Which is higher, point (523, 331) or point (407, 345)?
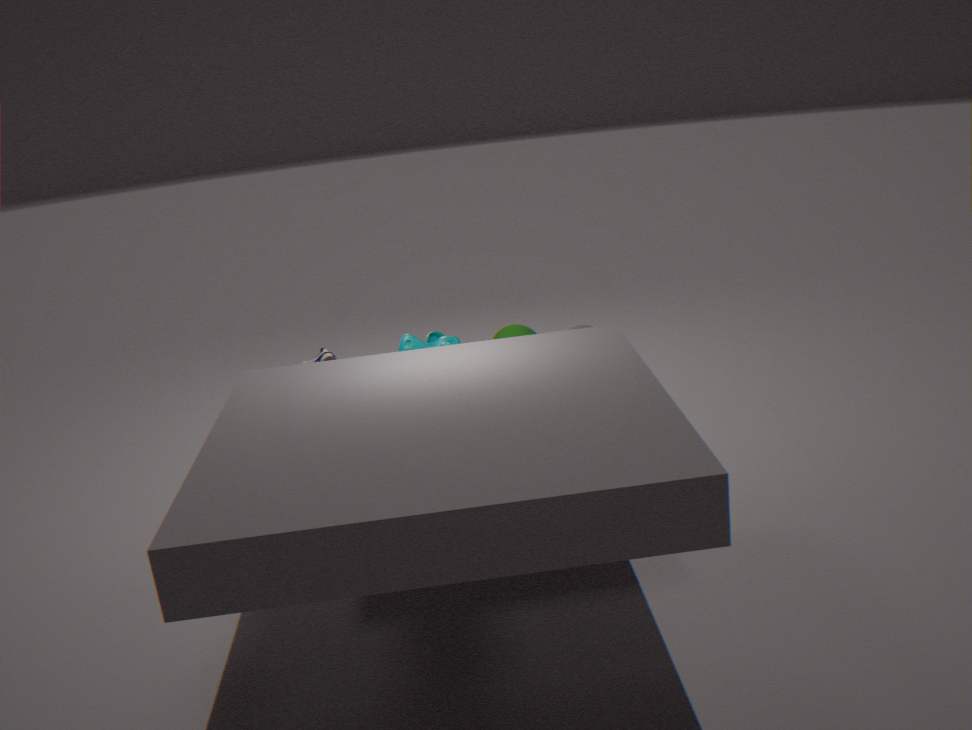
point (407, 345)
